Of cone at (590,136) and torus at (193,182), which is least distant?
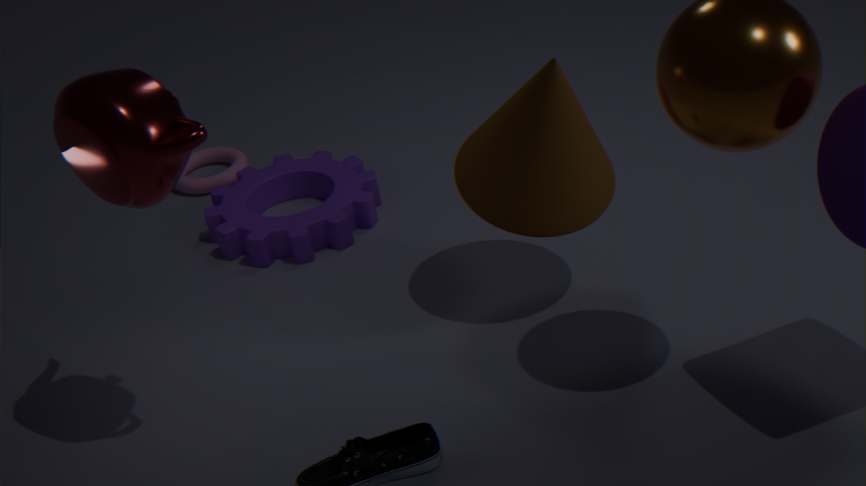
cone at (590,136)
